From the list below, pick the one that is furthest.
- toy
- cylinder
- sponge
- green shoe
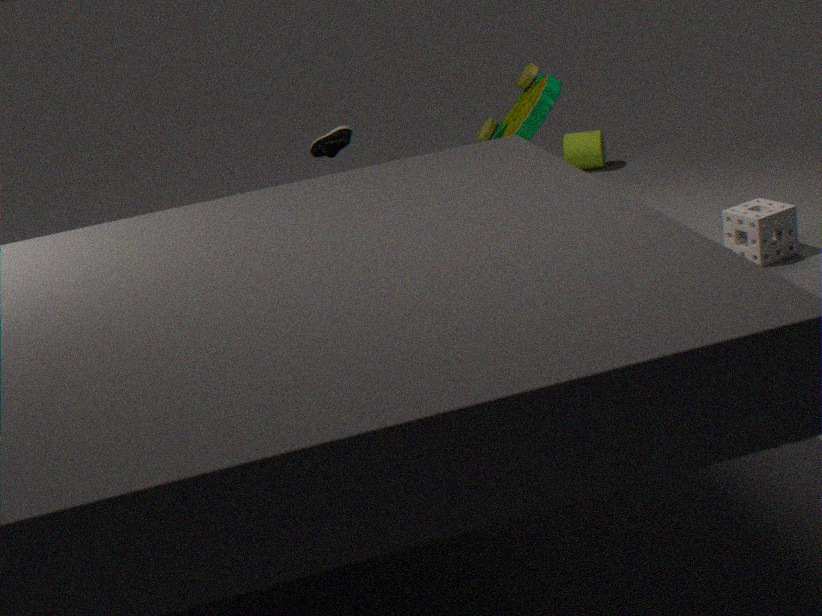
cylinder
